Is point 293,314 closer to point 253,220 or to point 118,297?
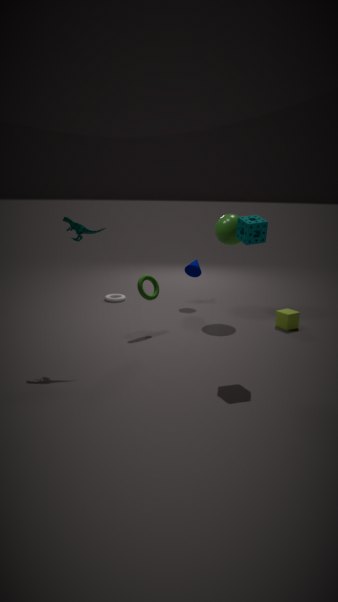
point 253,220
